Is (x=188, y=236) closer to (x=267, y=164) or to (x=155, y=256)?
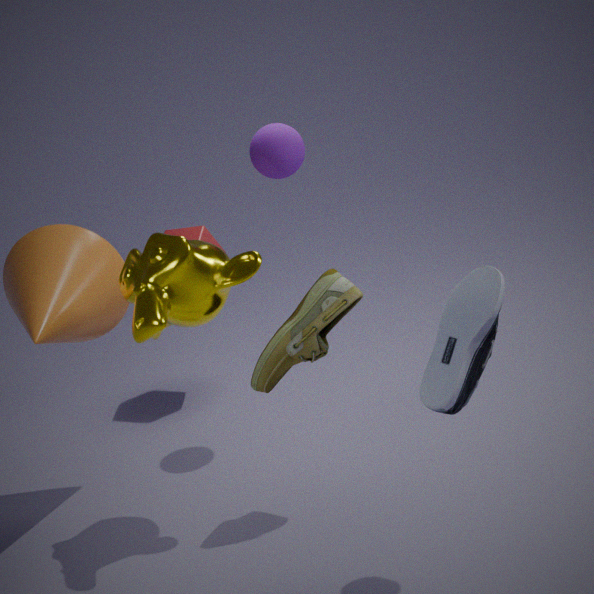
(x=267, y=164)
